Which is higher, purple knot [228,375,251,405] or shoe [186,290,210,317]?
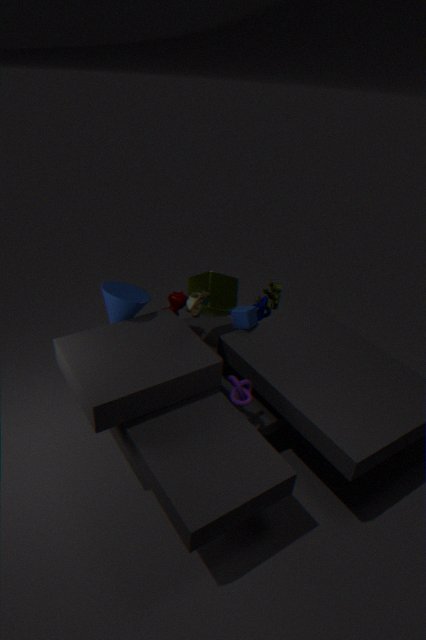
shoe [186,290,210,317]
